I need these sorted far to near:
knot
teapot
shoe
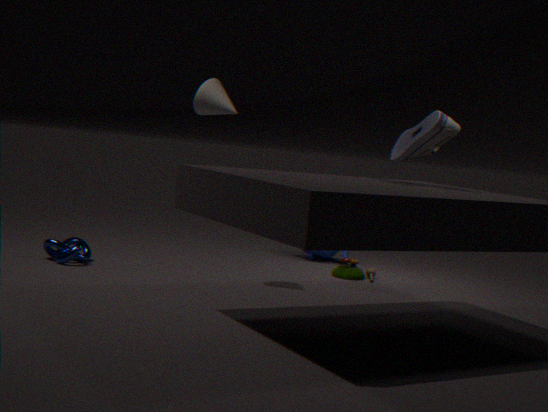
1. teapot
2. knot
3. shoe
